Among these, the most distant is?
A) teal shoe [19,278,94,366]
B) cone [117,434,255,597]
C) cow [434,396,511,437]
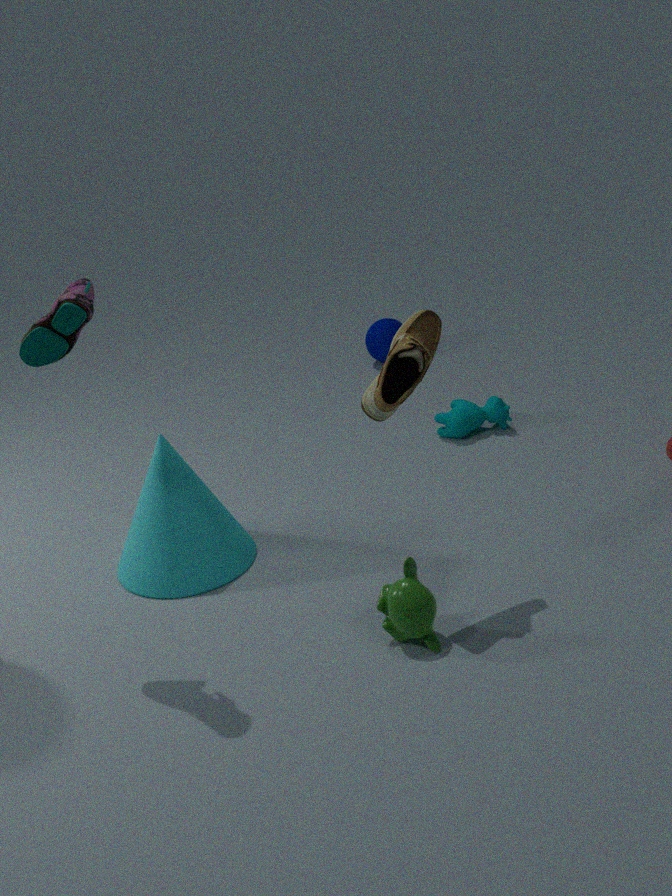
cow [434,396,511,437]
